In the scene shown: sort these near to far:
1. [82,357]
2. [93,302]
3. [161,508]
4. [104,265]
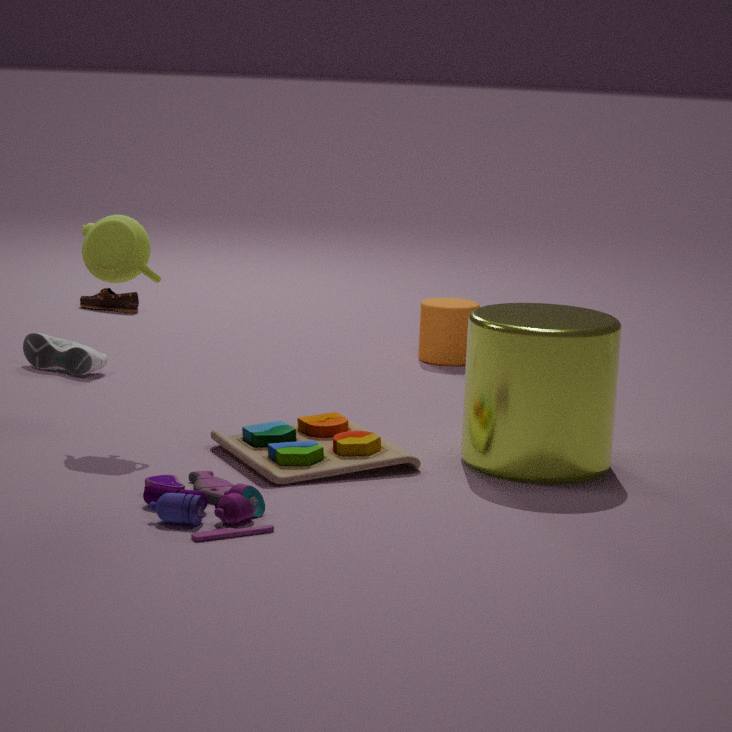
[161,508] < [104,265] < [82,357] < [93,302]
